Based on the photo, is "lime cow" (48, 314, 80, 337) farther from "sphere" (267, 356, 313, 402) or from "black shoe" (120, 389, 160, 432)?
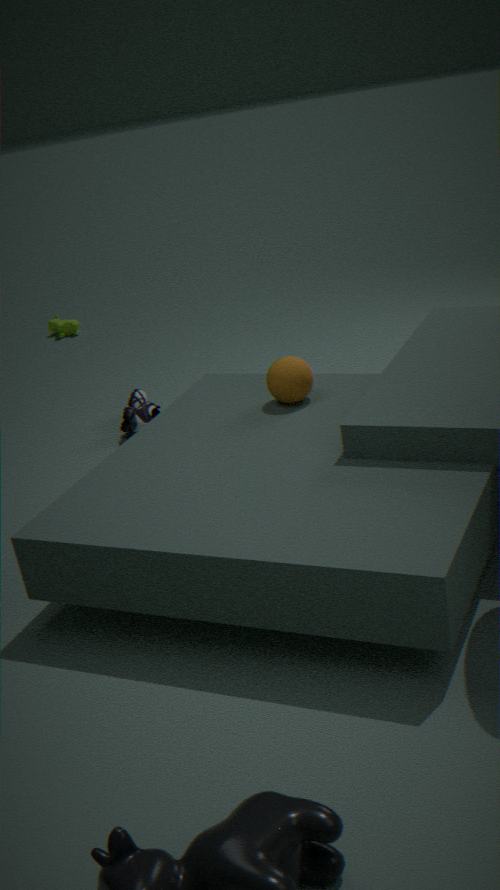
"sphere" (267, 356, 313, 402)
